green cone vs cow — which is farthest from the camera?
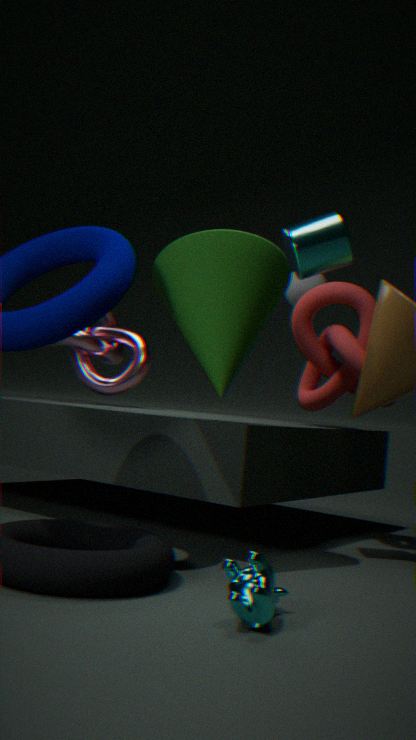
green cone
